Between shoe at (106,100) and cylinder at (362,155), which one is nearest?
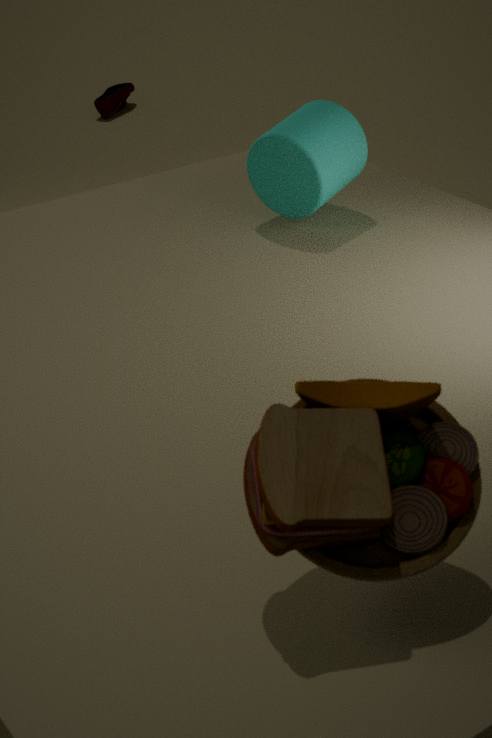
cylinder at (362,155)
